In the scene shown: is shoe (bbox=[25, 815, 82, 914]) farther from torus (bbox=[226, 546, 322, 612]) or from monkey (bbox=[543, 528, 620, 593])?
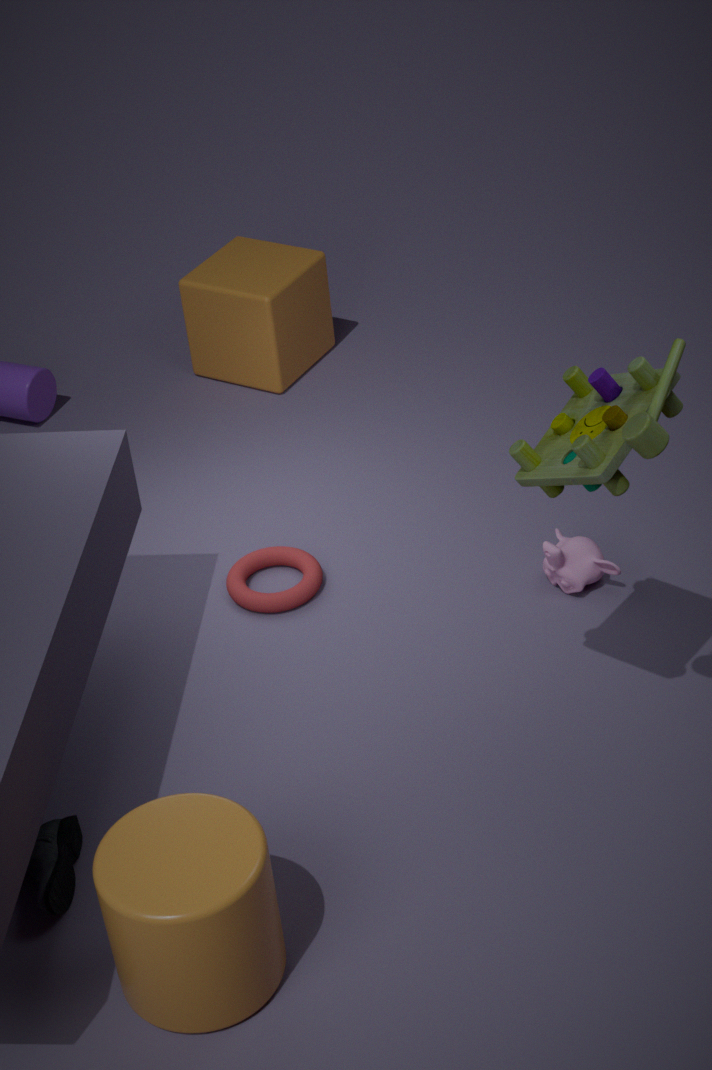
monkey (bbox=[543, 528, 620, 593])
